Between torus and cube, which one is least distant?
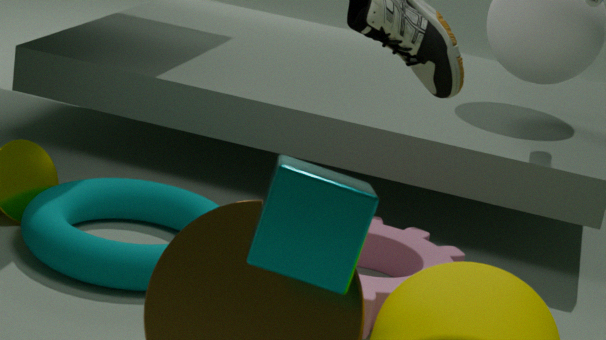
cube
